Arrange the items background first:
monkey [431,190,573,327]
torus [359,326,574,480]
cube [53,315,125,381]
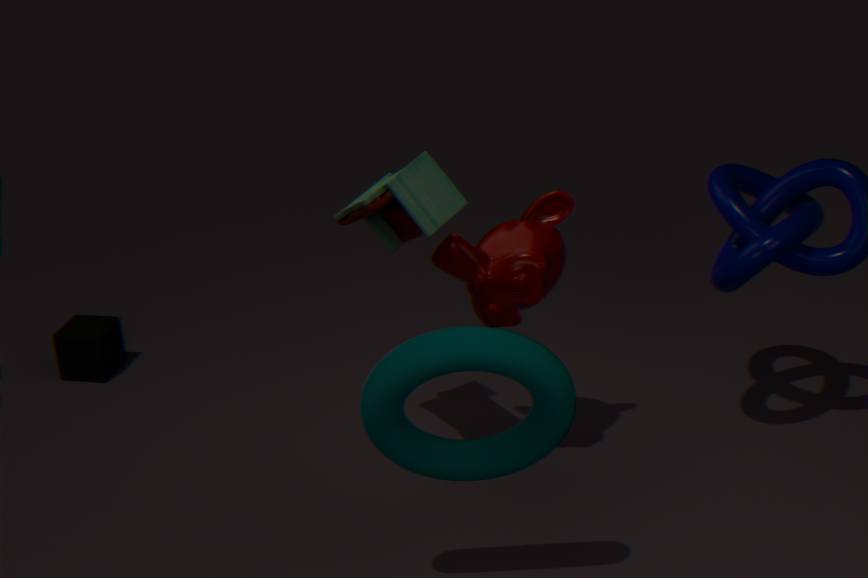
cube [53,315,125,381] < monkey [431,190,573,327] < torus [359,326,574,480]
